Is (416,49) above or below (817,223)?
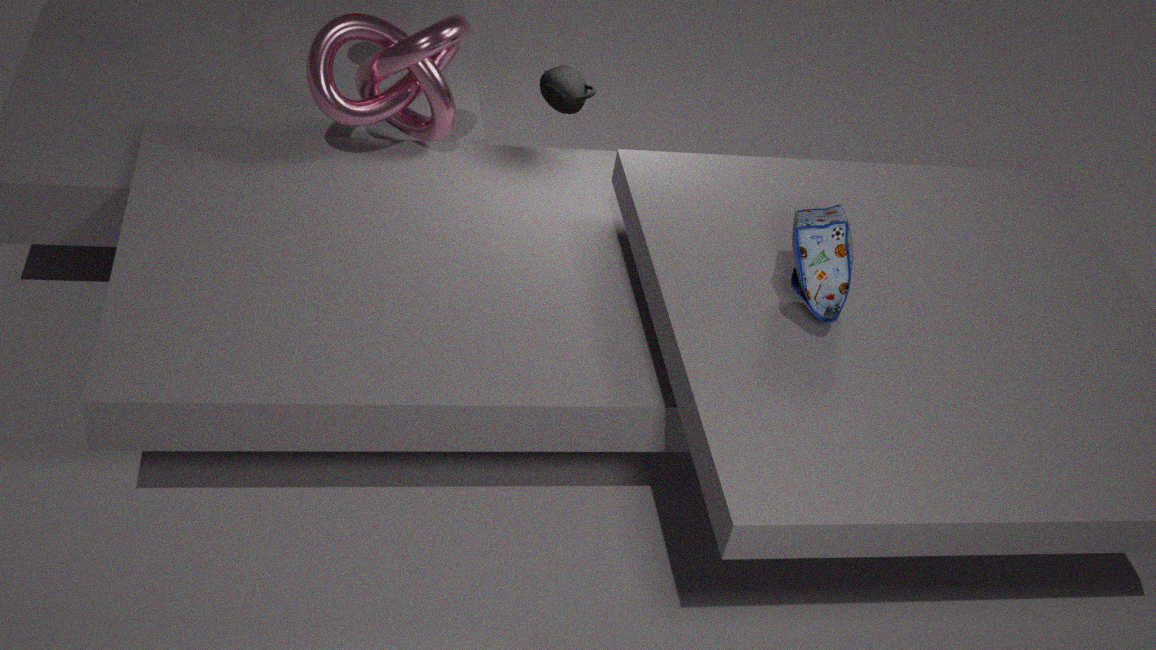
below
